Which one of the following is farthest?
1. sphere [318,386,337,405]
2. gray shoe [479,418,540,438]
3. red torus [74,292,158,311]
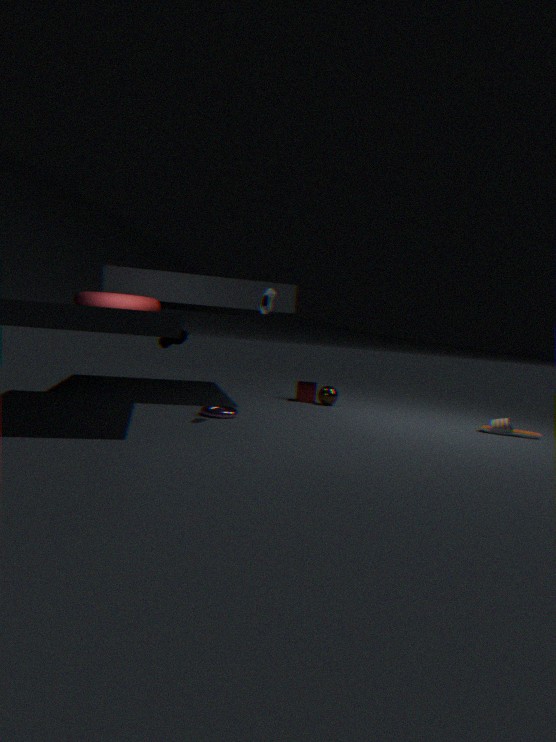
sphere [318,386,337,405]
